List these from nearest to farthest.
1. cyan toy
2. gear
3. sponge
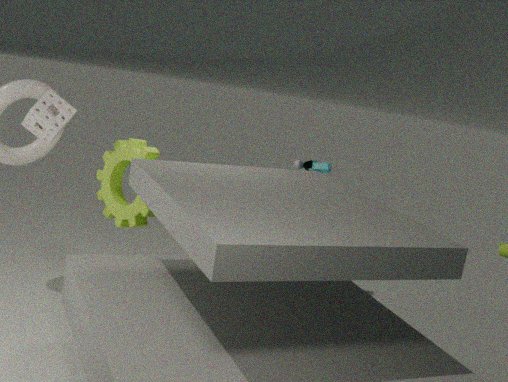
sponge < gear < cyan toy
